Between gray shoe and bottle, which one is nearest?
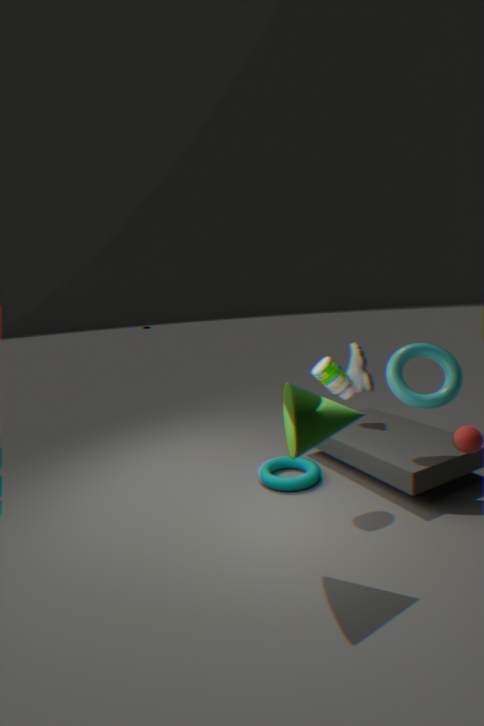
bottle
